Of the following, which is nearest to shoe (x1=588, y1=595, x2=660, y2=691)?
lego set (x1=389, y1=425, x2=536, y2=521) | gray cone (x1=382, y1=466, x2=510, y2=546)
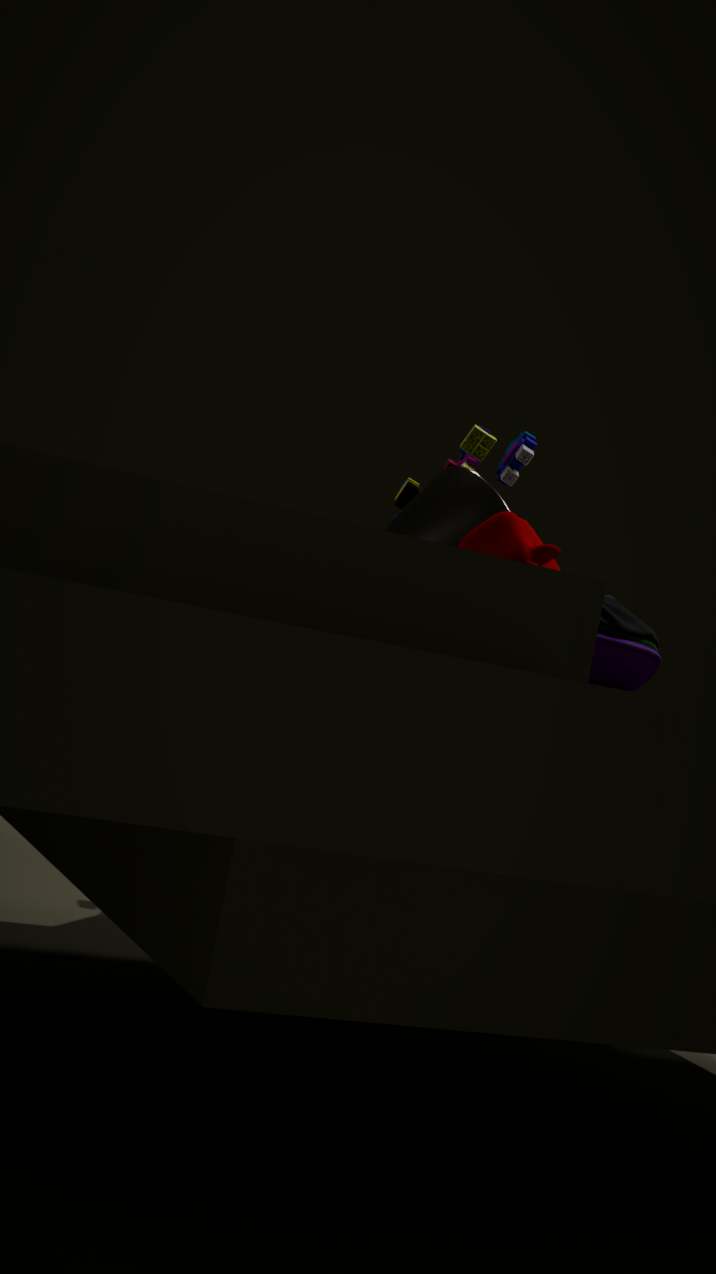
gray cone (x1=382, y1=466, x2=510, y2=546)
